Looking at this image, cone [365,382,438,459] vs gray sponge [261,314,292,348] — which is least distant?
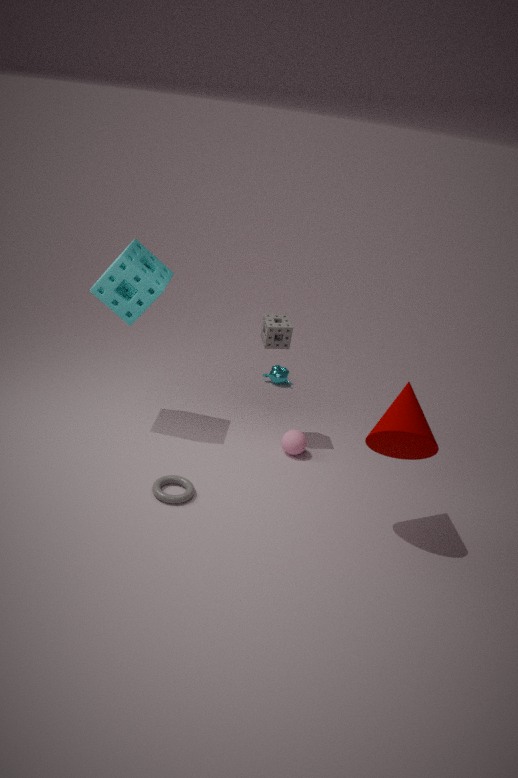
cone [365,382,438,459]
